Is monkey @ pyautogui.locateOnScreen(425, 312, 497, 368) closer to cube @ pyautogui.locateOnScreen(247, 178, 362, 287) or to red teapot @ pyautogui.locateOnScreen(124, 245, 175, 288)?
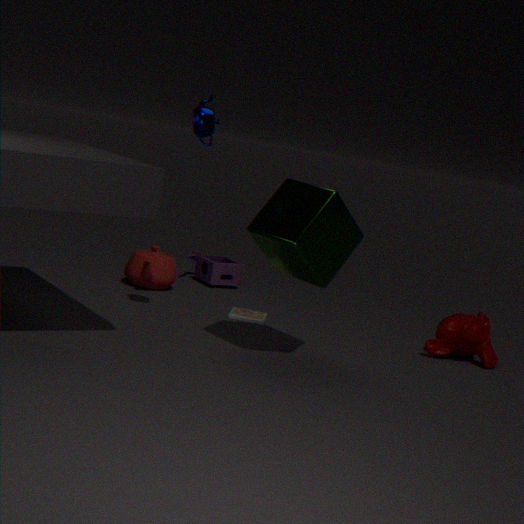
cube @ pyautogui.locateOnScreen(247, 178, 362, 287)
